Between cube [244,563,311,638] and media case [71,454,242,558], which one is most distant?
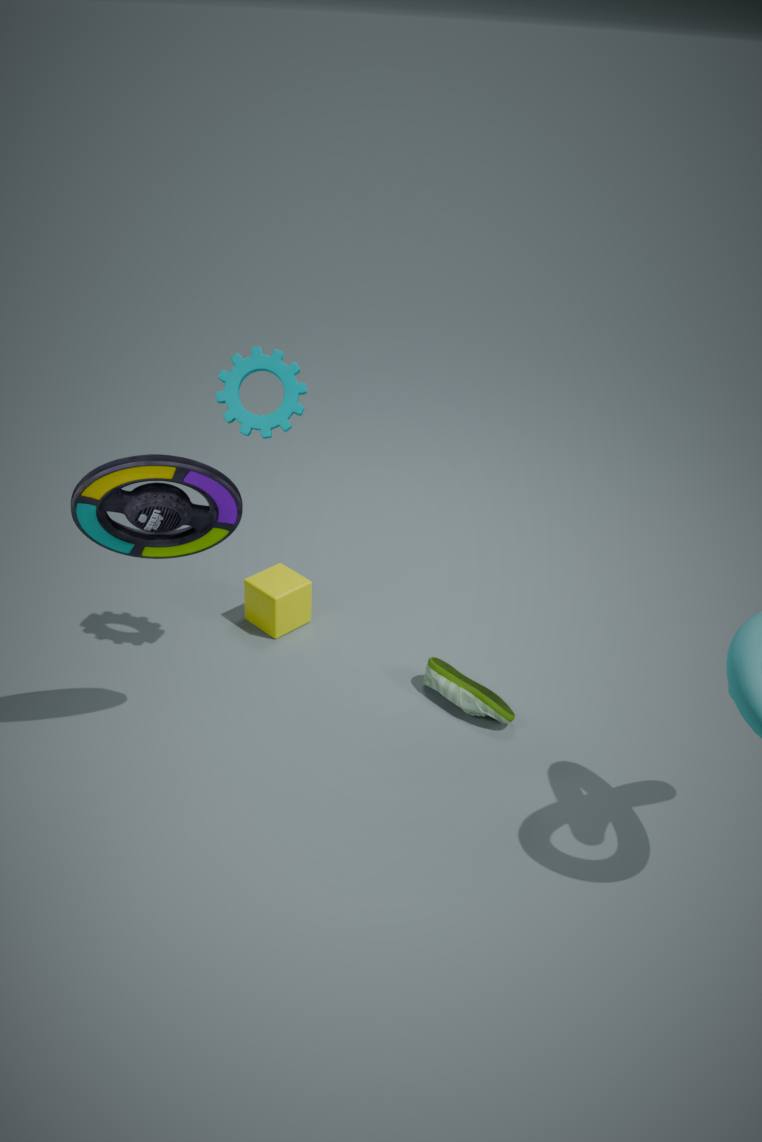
cube [244,563,311,638]
